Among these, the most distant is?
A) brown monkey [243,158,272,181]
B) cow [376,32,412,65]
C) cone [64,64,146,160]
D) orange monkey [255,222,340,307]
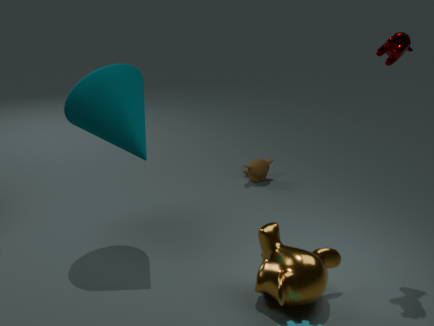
brown monkey [243,158,272,181]
